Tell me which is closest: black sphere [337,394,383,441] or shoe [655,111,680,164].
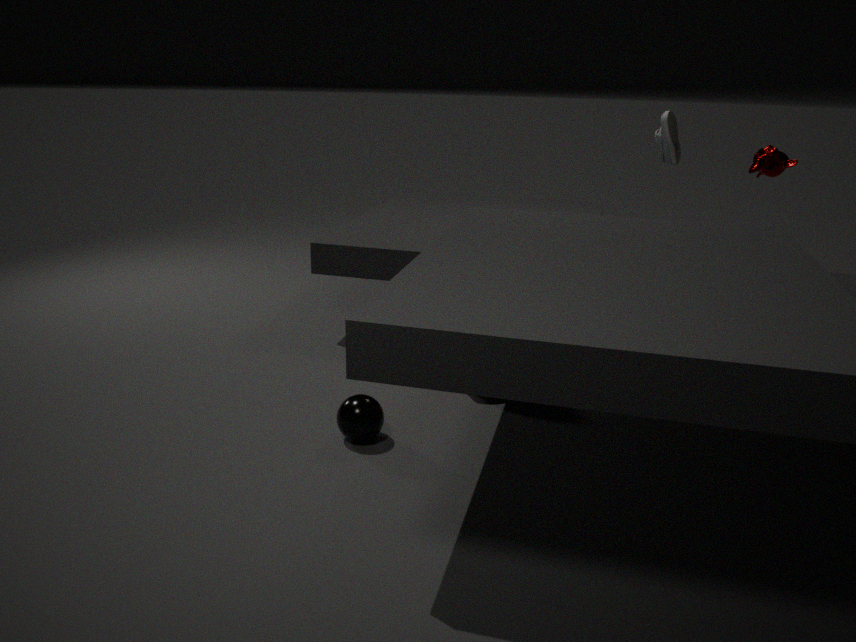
black sphere [337,394,383,441]
